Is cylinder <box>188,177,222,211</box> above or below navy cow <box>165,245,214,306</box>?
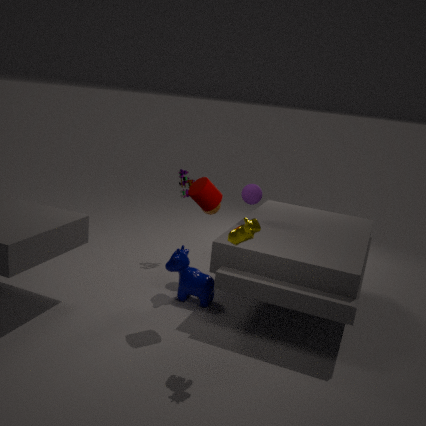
above
